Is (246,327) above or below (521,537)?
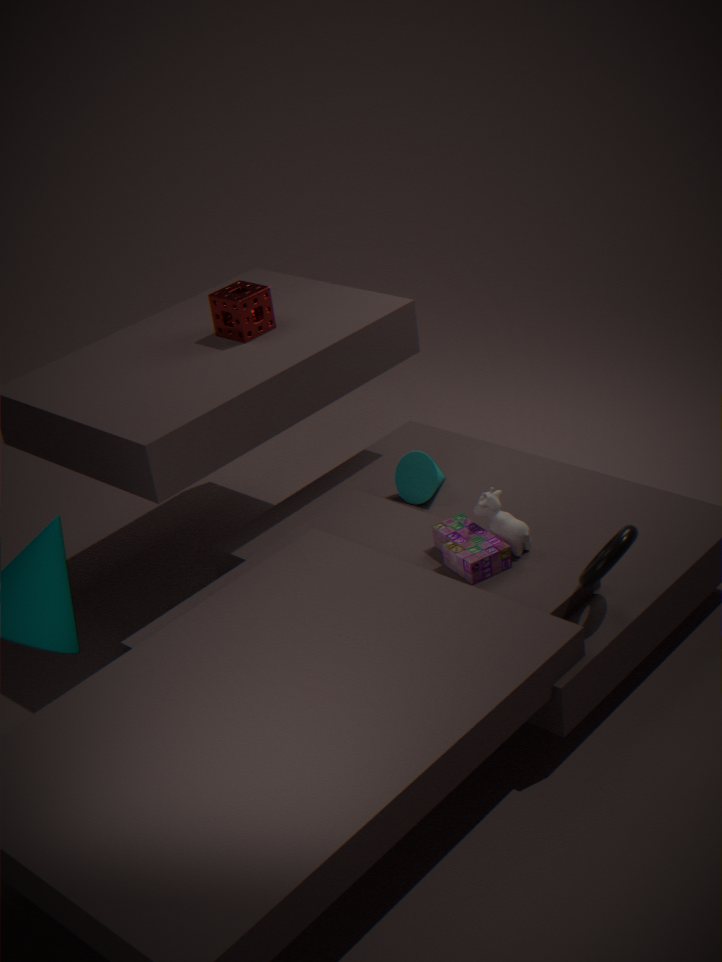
above
